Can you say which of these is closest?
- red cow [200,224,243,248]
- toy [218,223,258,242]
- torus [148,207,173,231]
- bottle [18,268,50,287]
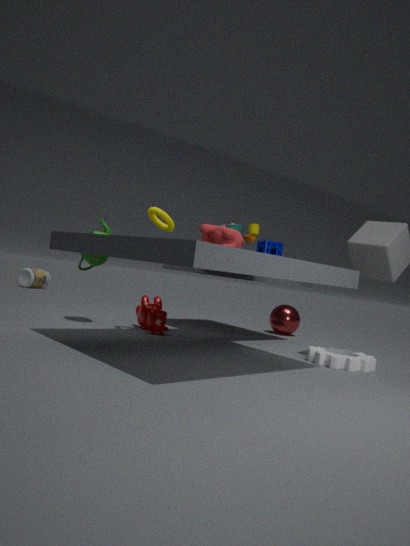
red cow [200,224,243,248]
